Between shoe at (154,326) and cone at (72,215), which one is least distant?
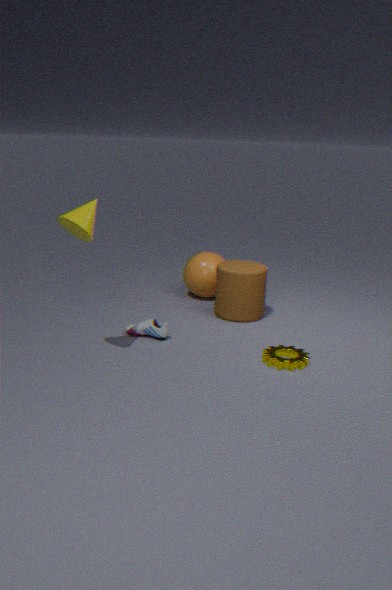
cone at (72,215)
